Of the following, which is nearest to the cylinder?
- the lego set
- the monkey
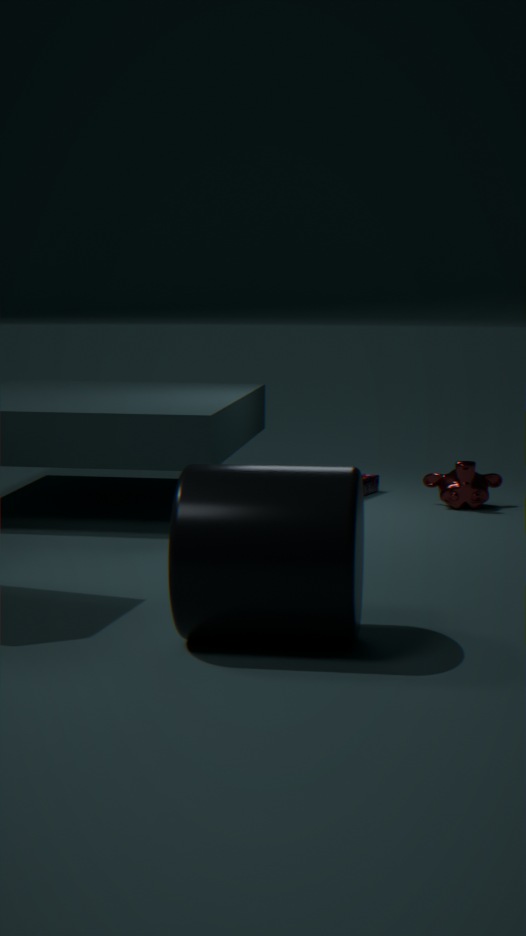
the monkey
